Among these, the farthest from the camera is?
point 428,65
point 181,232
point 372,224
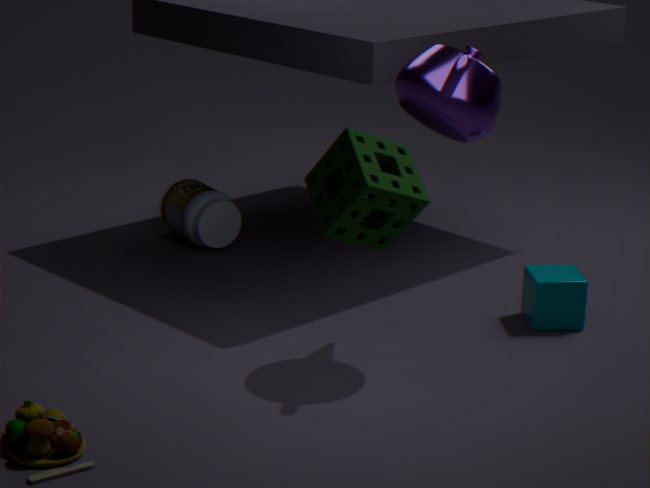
point 181,232
